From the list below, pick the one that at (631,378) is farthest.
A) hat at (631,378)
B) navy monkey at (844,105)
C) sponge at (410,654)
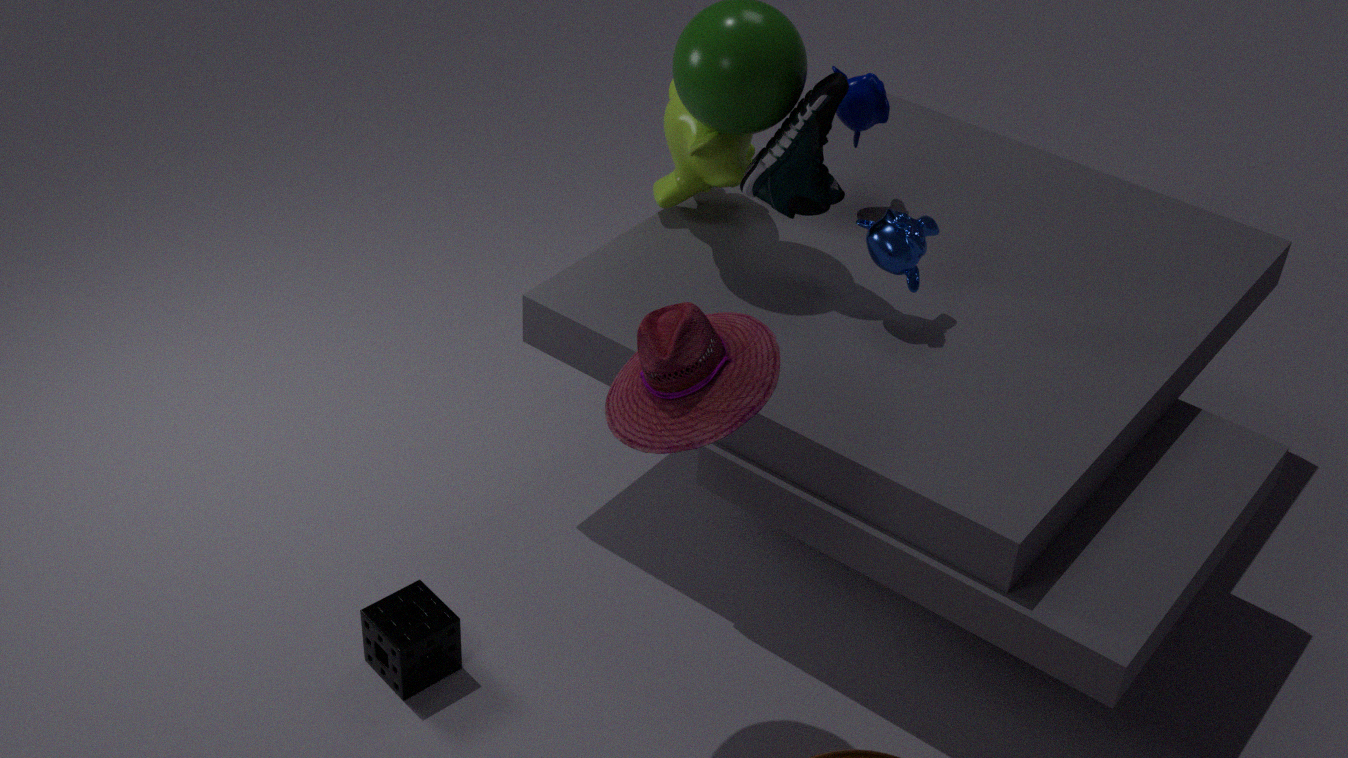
navy monkey at (844,105)
